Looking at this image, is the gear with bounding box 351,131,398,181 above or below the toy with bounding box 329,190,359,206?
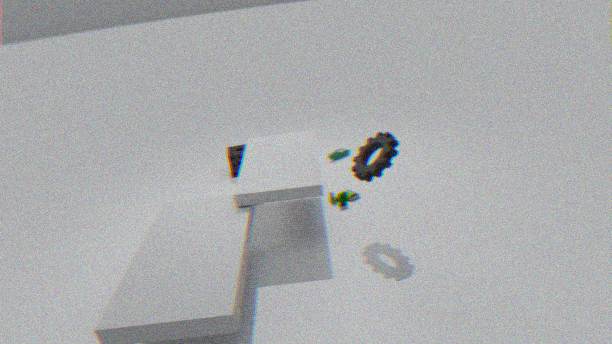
above
